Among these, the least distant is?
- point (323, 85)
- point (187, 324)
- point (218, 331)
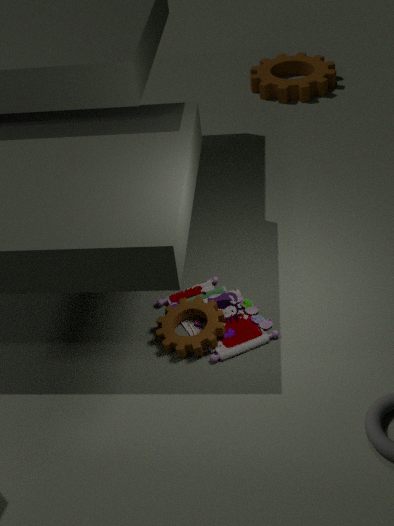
point (218, 331)
